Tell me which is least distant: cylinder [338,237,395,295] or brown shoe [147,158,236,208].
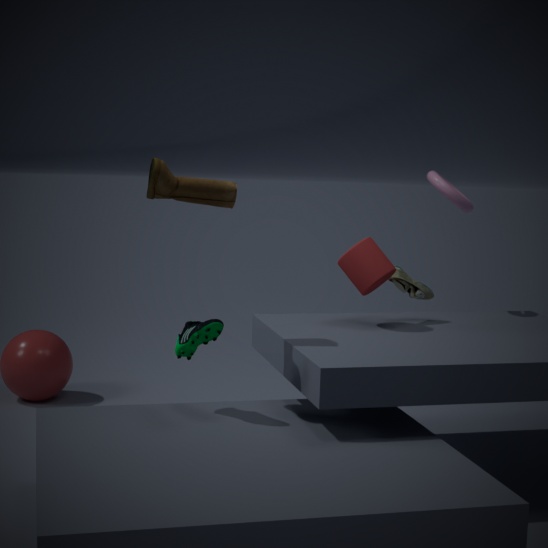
brown shoe [147,158,236,208]
